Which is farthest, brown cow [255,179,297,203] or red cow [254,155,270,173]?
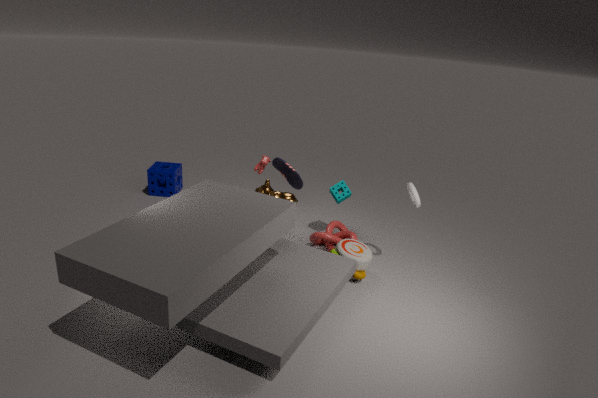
red cow [254,155,270,173]
